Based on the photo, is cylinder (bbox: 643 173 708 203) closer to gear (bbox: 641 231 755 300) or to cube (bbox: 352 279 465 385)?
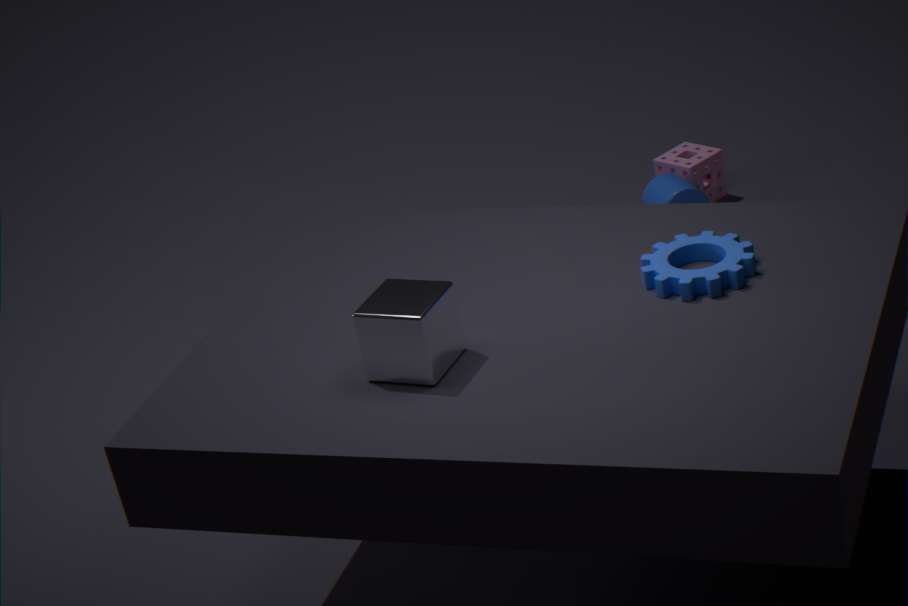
gear (bbox: 641 231 755 300)
